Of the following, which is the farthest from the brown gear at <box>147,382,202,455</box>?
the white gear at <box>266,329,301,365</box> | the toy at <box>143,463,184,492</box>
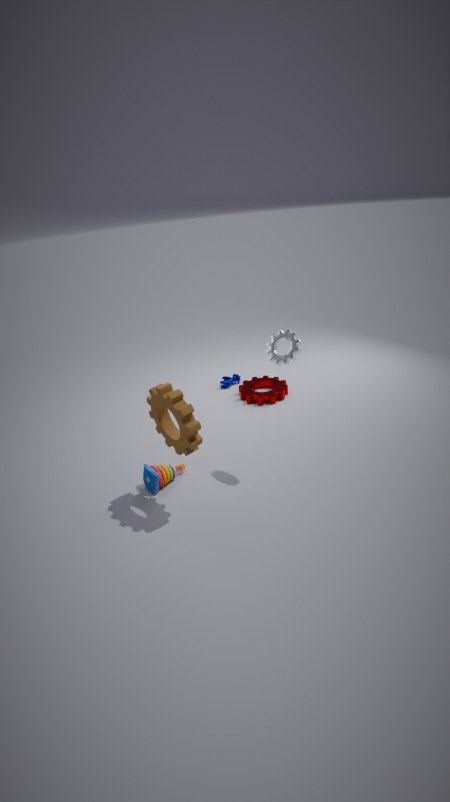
the white gear at <box>266,329,301,365</box>
